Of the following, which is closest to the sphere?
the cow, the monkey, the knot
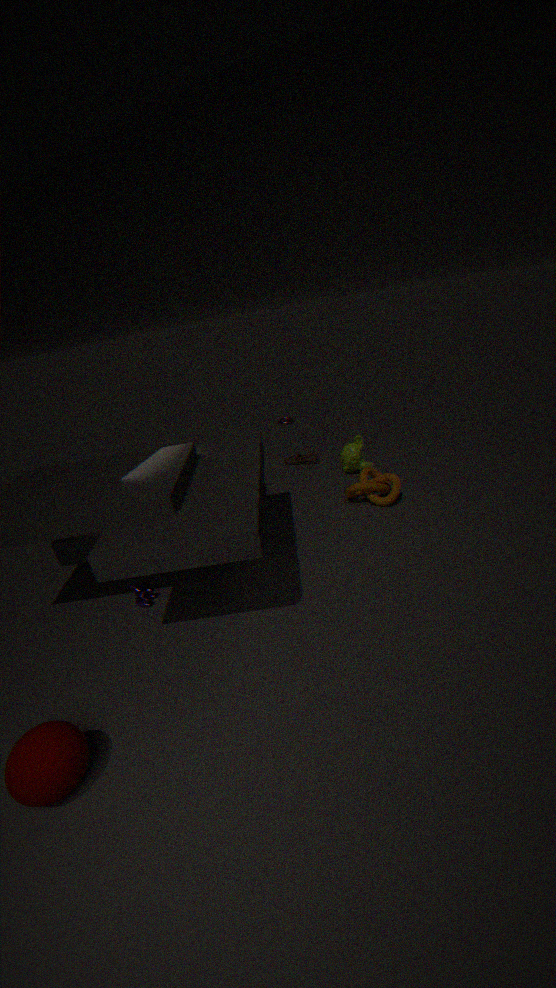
the cow
